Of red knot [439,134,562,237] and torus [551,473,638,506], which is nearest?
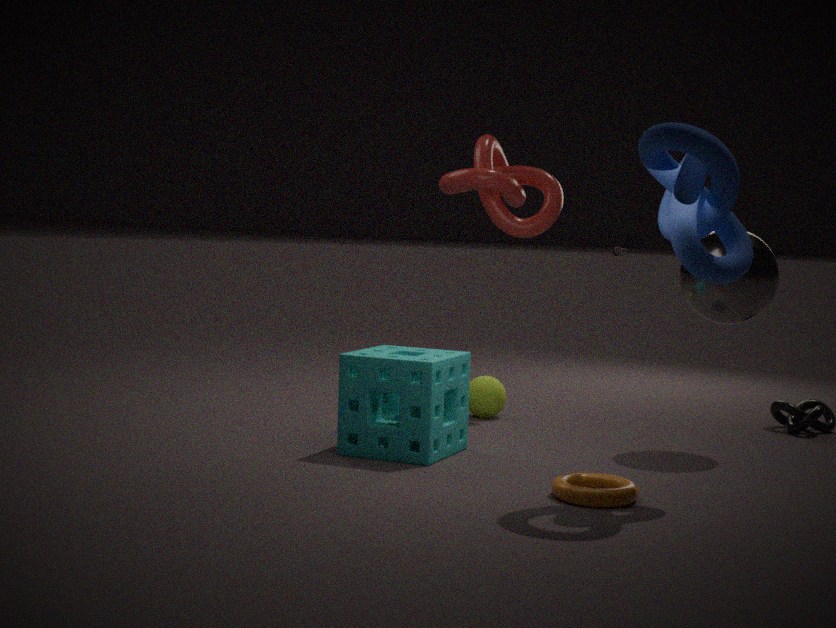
torus [551,473,638,506]
